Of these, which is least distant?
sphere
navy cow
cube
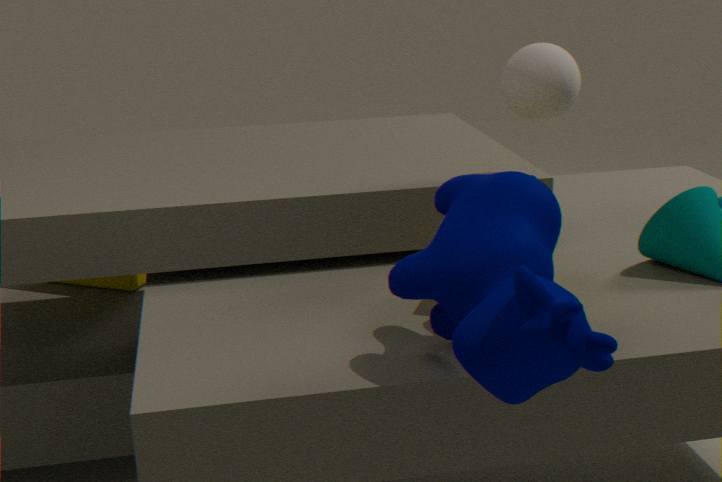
navy cow
